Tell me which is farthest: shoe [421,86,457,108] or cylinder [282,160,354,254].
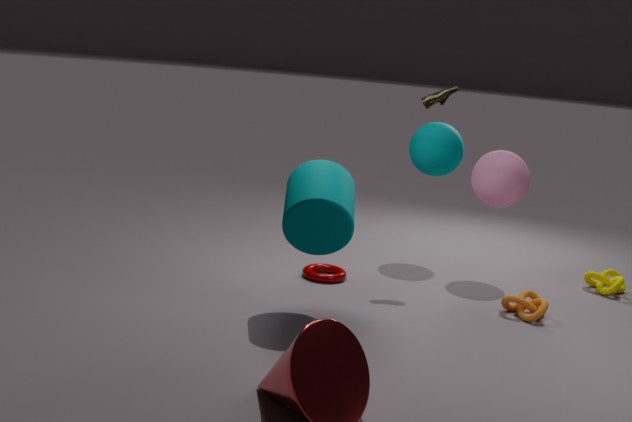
shoe [421,86,457,108]
